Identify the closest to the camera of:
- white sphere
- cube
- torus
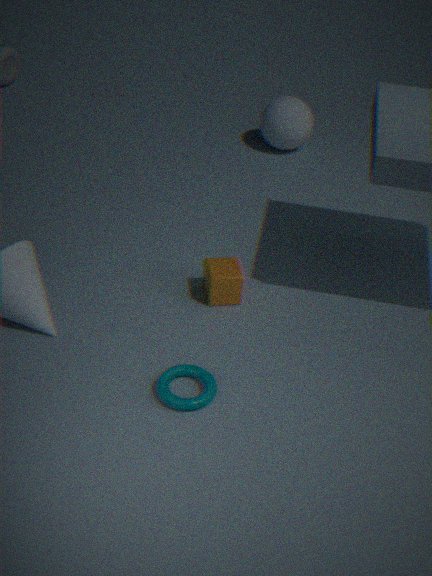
torus
